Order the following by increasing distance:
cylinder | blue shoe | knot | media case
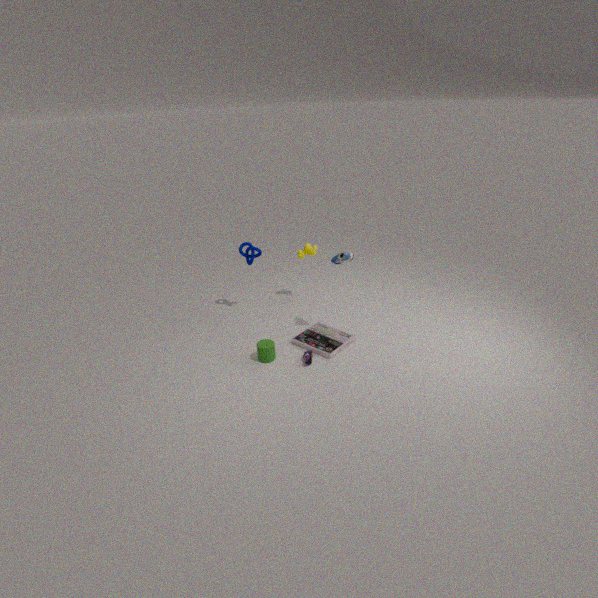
cylinder, blue shoe, media case, knot
